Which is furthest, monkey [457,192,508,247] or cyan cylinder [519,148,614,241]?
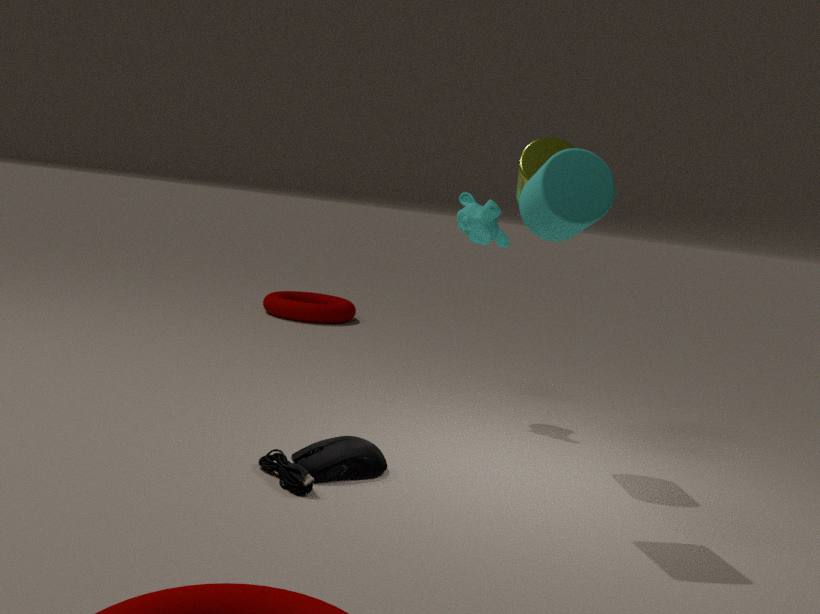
monkey [457,192,508,247]
